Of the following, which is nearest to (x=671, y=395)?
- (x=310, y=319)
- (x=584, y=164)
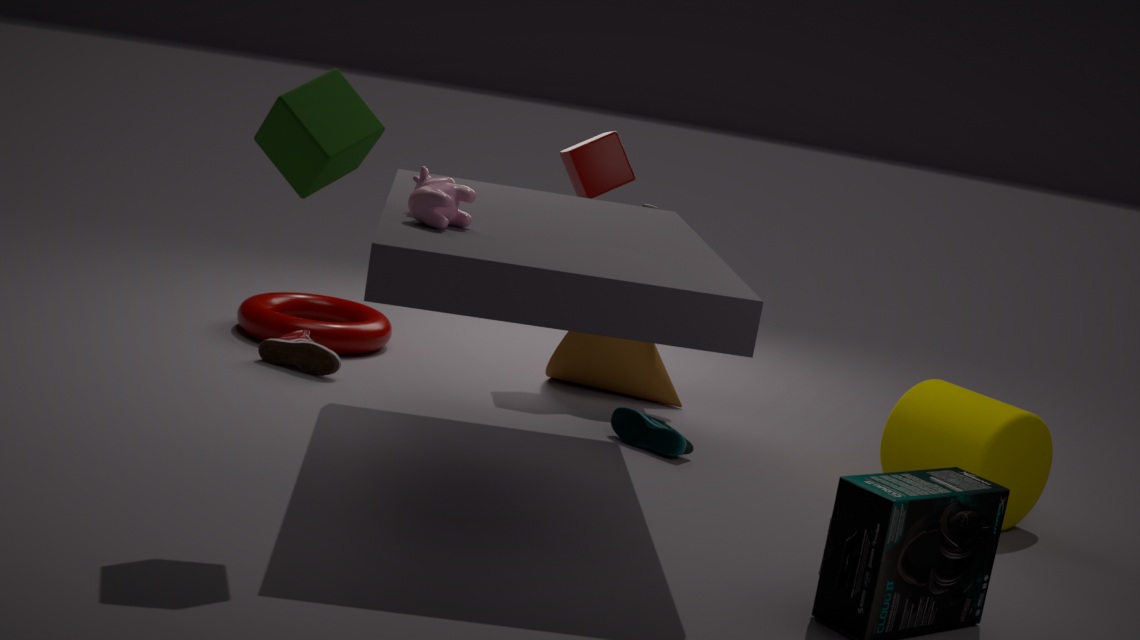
(x=584, y=164)
